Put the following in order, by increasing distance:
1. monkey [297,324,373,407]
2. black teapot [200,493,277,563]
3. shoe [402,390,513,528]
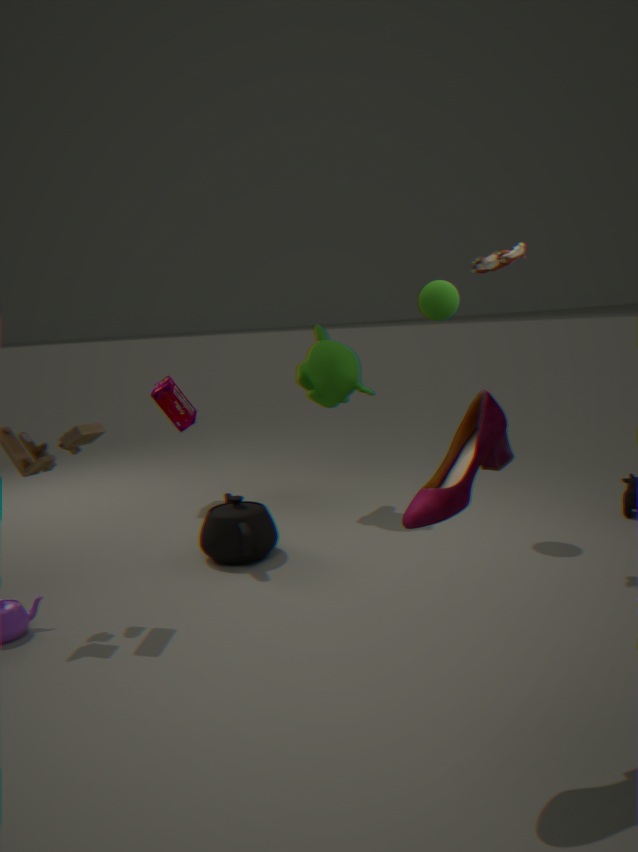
shoe [402,390,513,528] → black teapot [200,493,277,563] → monkey [297,324,373,407]
